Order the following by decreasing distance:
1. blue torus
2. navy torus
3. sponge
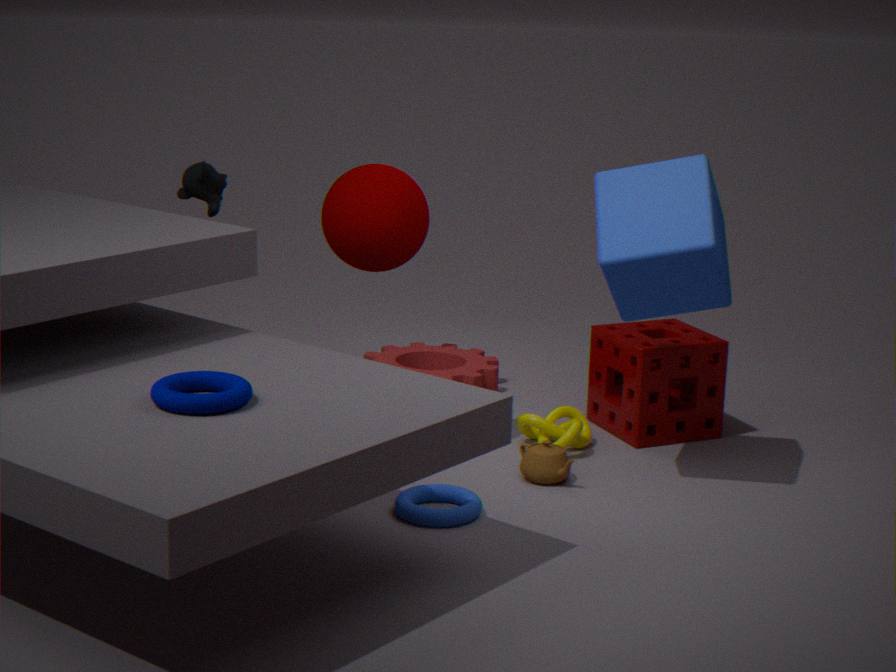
sponge < blue torus < navy torus
